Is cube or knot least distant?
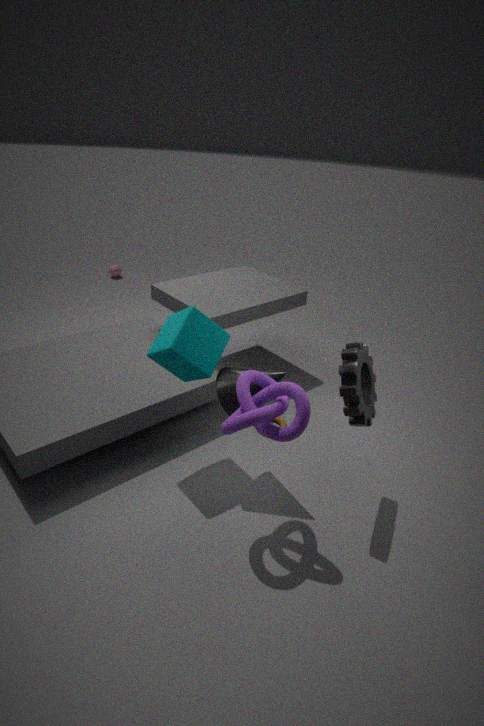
knot
